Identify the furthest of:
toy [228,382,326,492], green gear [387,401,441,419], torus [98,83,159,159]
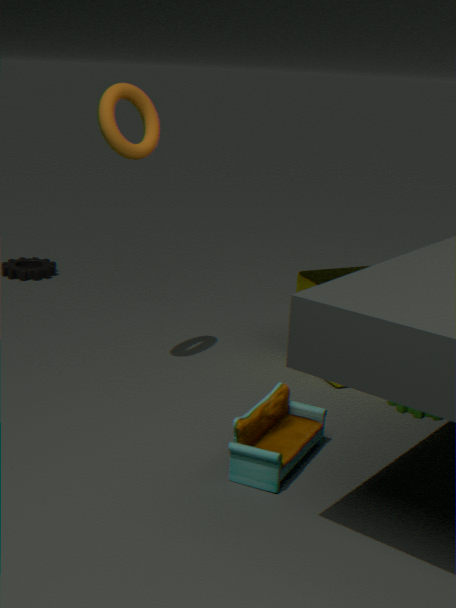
green gear [387,401,441,419]
